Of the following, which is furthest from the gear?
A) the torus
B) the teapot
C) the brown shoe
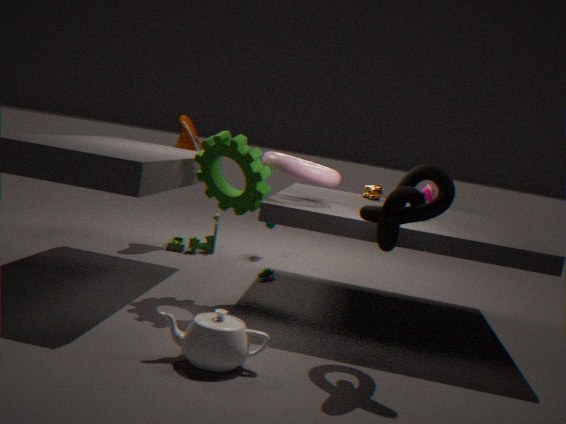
the brown shoe
